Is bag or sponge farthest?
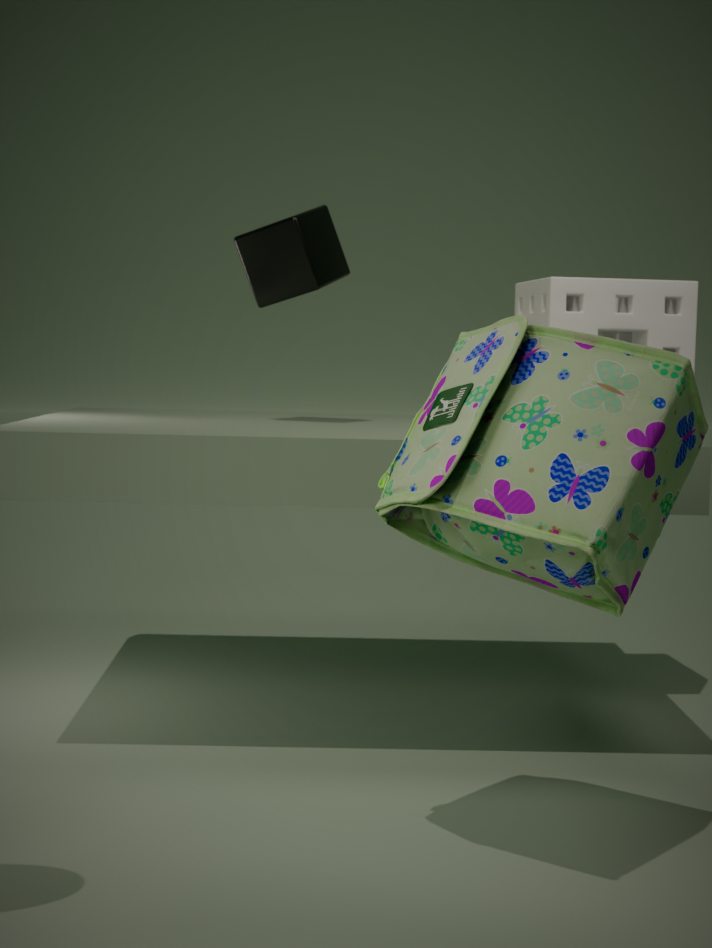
sponge
